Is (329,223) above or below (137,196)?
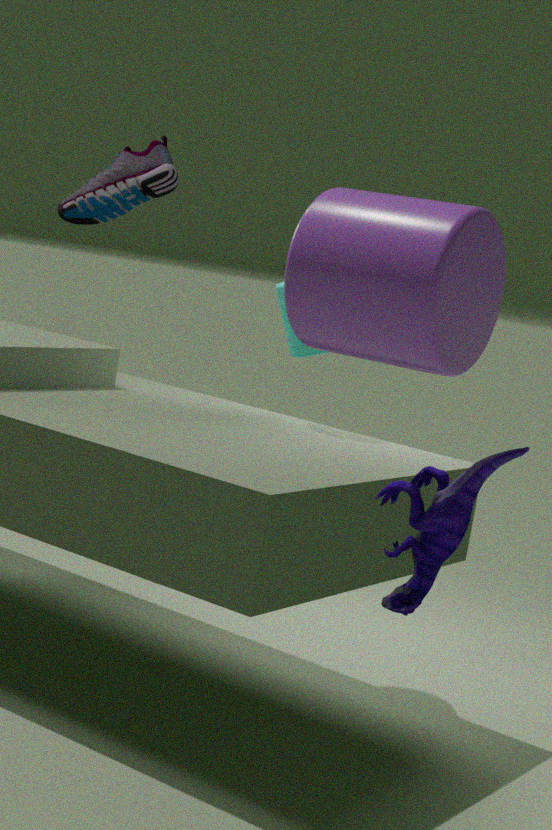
below
